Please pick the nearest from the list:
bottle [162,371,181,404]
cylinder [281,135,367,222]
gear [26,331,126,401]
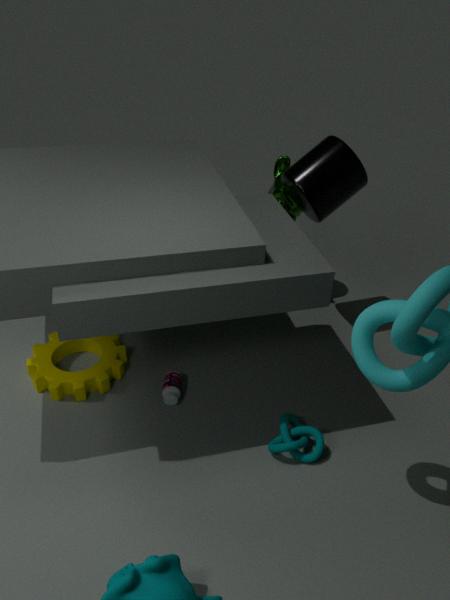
bottle [162,371,181,404]
